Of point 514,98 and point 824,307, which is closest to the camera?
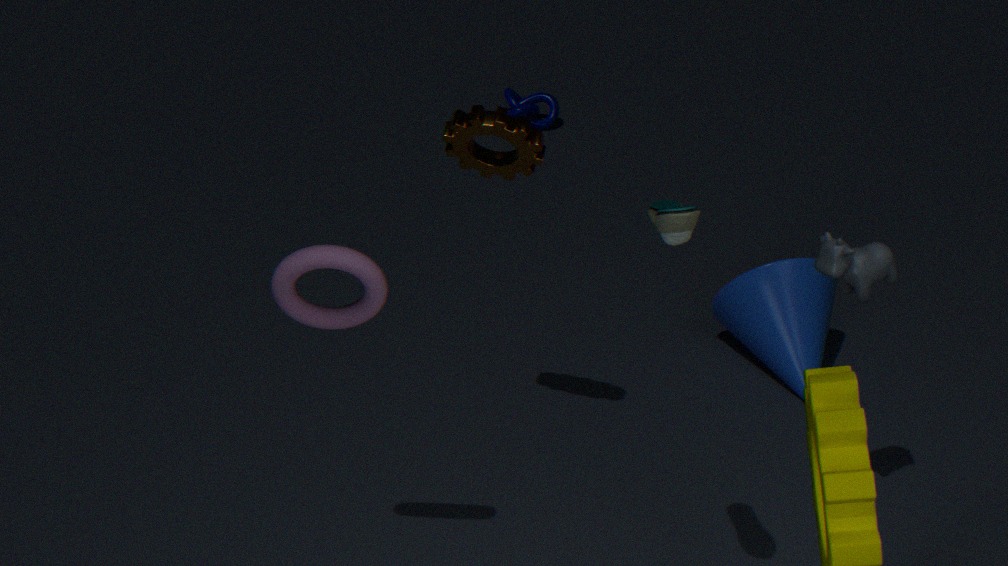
point 824,307
